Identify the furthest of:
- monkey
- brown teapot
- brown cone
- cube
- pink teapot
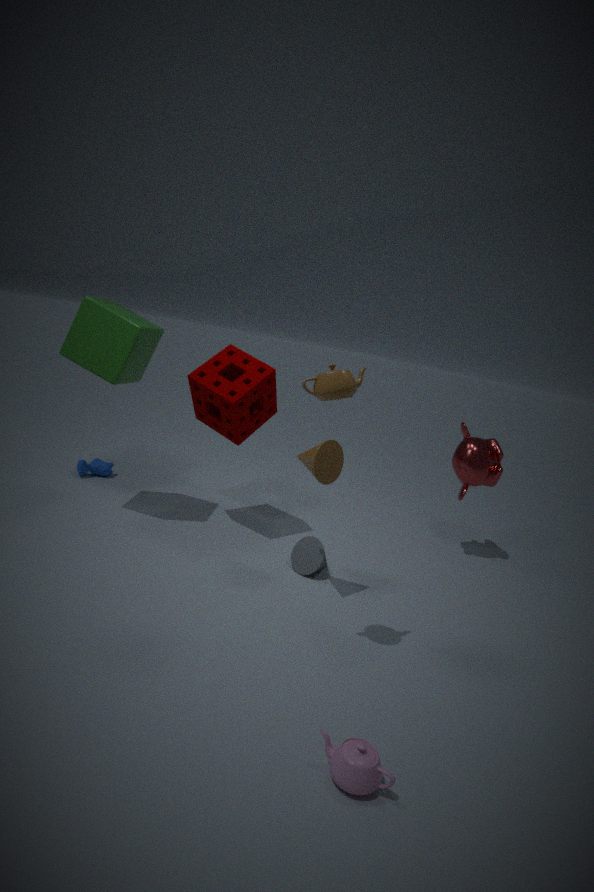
monkey
